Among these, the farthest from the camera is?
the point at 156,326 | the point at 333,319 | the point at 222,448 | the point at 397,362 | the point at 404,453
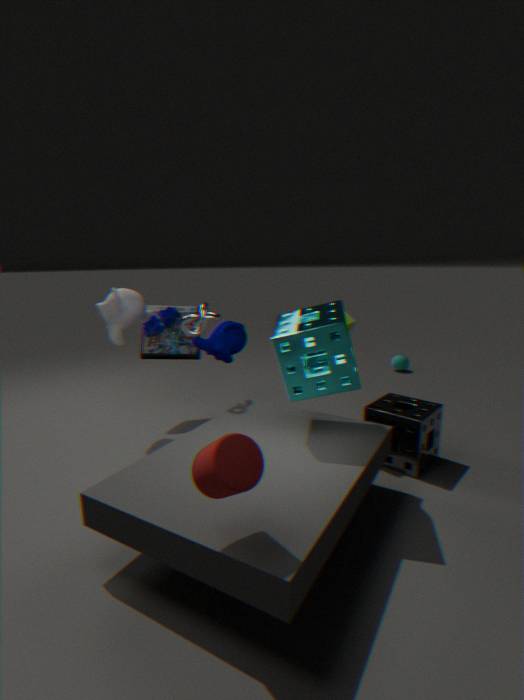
the point at 397,362
